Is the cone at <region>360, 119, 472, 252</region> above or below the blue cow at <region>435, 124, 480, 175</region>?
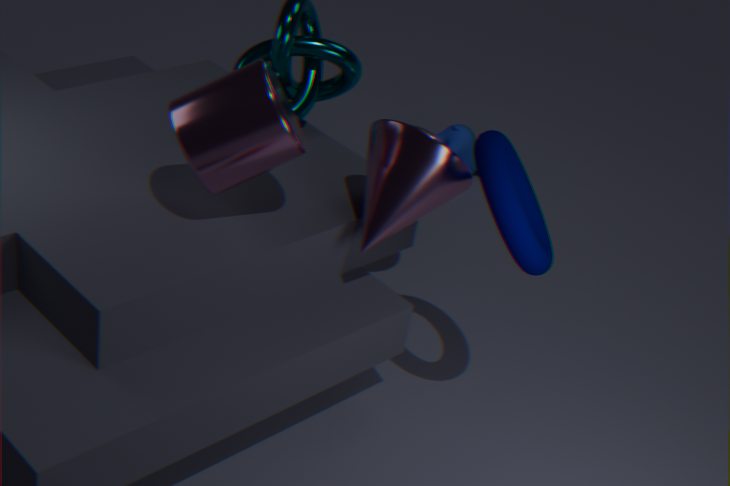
above
